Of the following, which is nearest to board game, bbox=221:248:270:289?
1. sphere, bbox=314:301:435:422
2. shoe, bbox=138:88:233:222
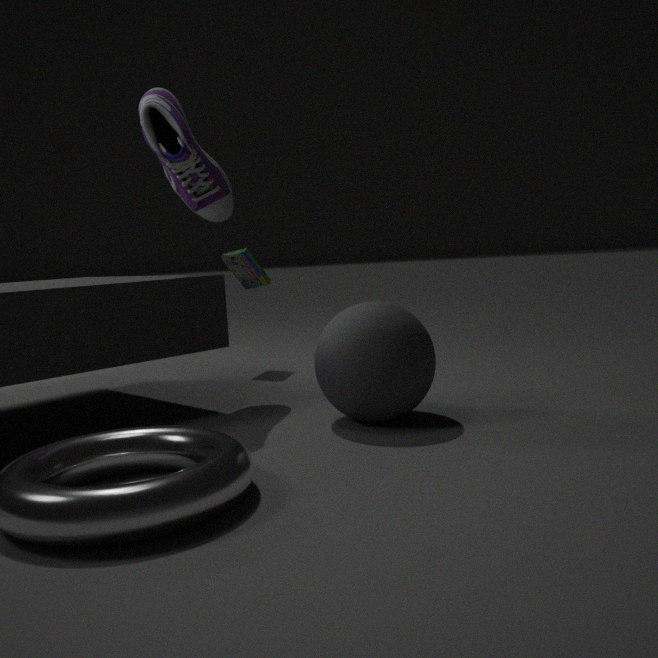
shoe, bbox=138:88:233:222
